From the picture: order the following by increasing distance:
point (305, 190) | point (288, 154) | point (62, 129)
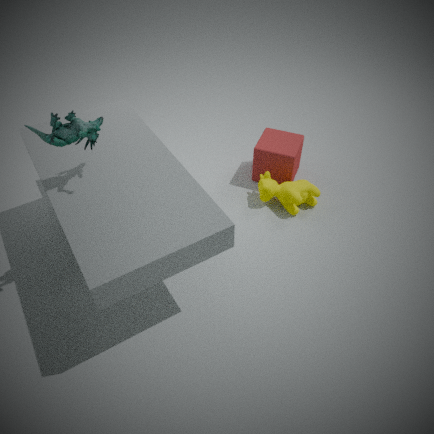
point (62, 129) → point (305, 190) → point (288, 154)
